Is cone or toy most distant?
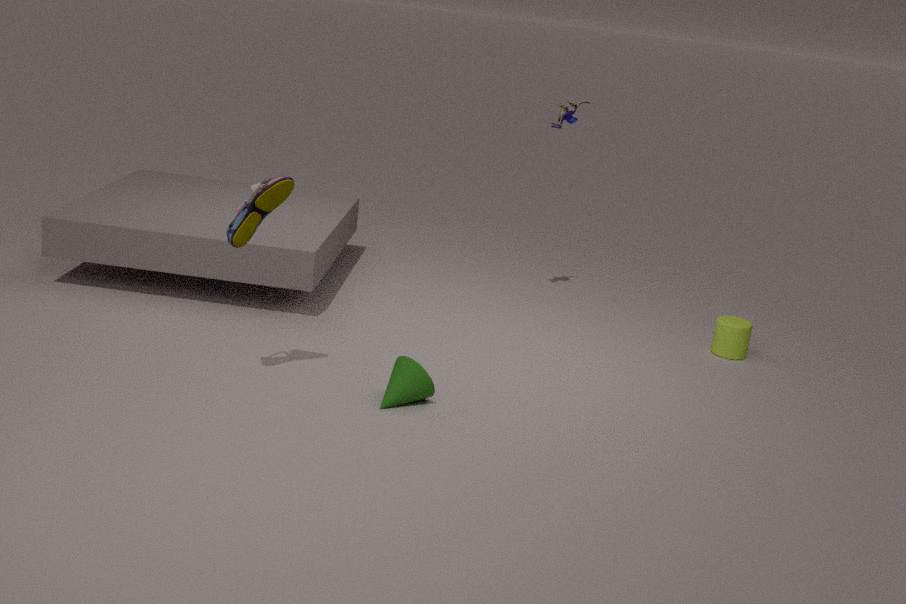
toy
